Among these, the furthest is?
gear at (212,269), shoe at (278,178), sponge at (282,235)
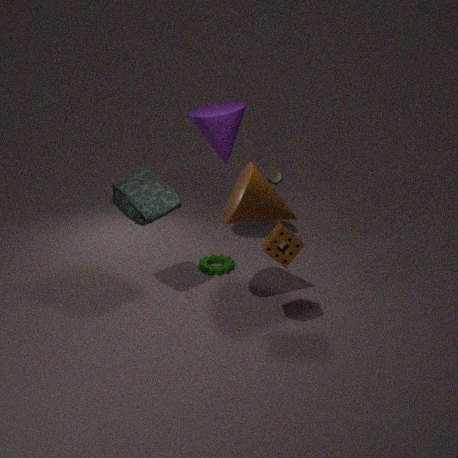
shoe at (278,178)
